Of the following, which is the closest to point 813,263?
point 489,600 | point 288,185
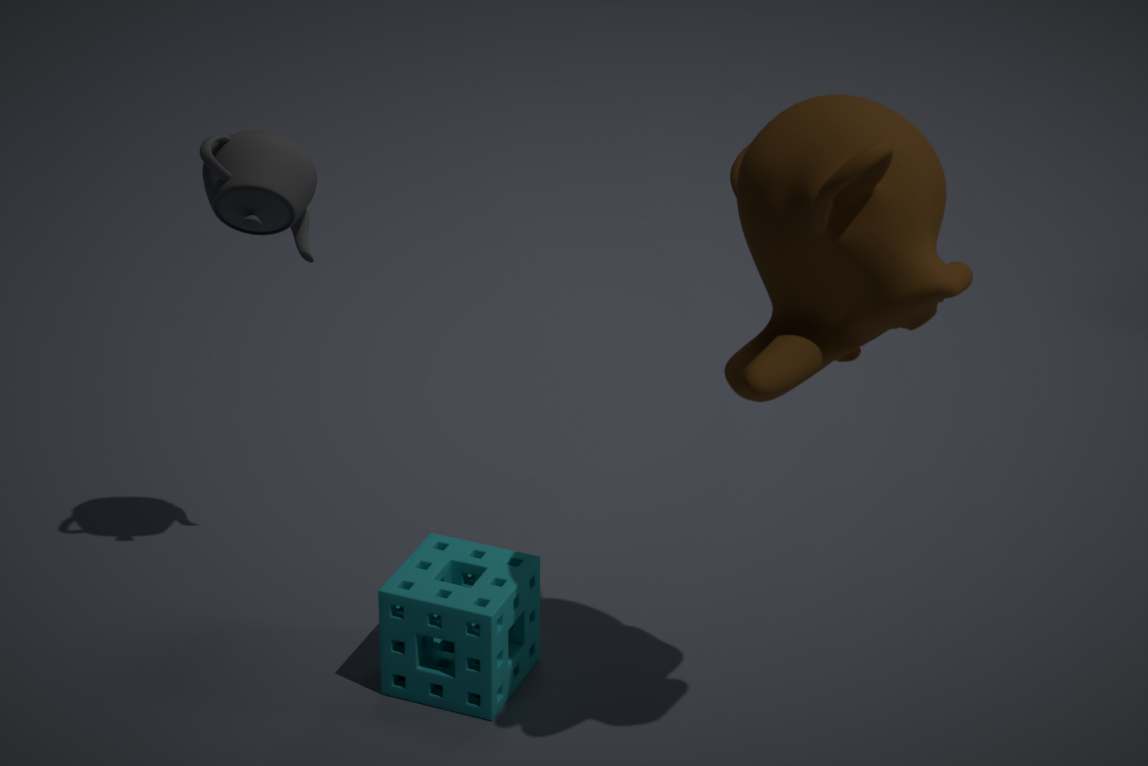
point 489,600
